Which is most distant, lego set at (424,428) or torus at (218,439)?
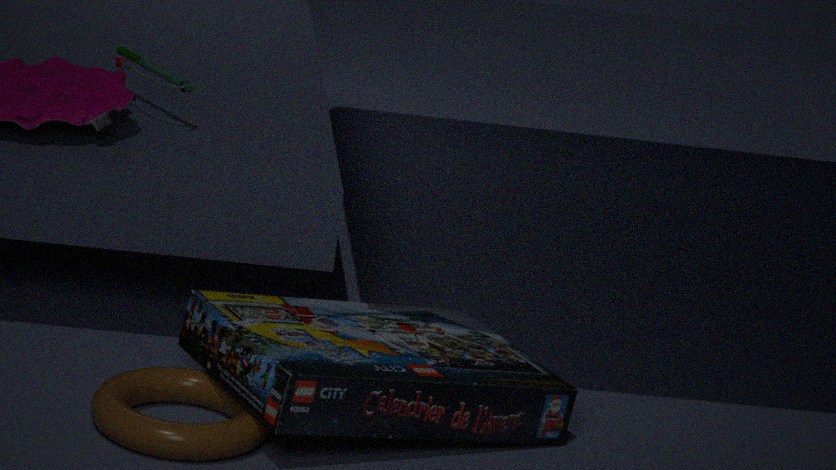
lego set at (424,428)
